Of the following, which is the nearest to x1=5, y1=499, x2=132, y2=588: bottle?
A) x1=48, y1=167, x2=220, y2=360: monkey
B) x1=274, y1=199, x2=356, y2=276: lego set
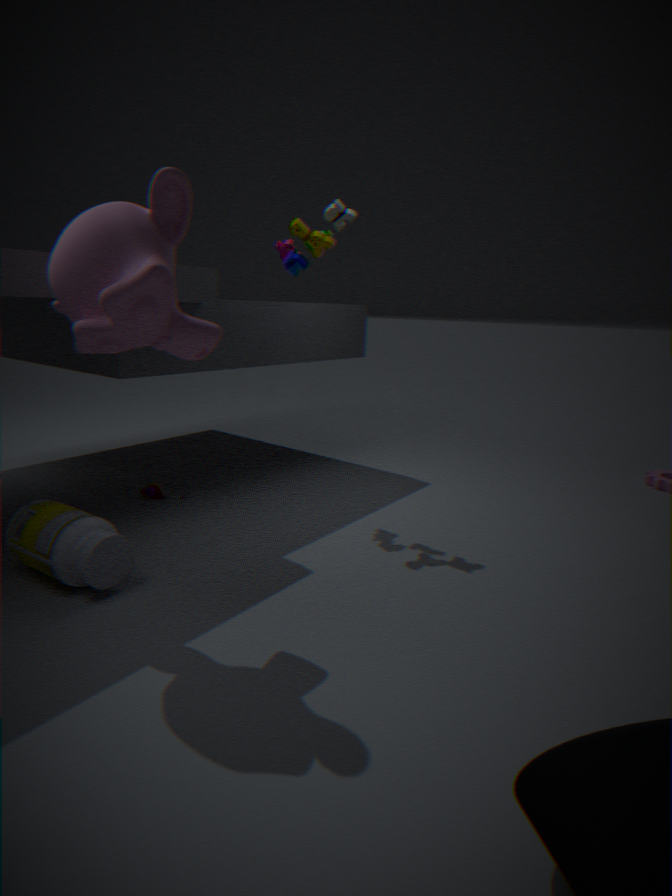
x1=48, y1=167, x2=220, y2=360: monkey
